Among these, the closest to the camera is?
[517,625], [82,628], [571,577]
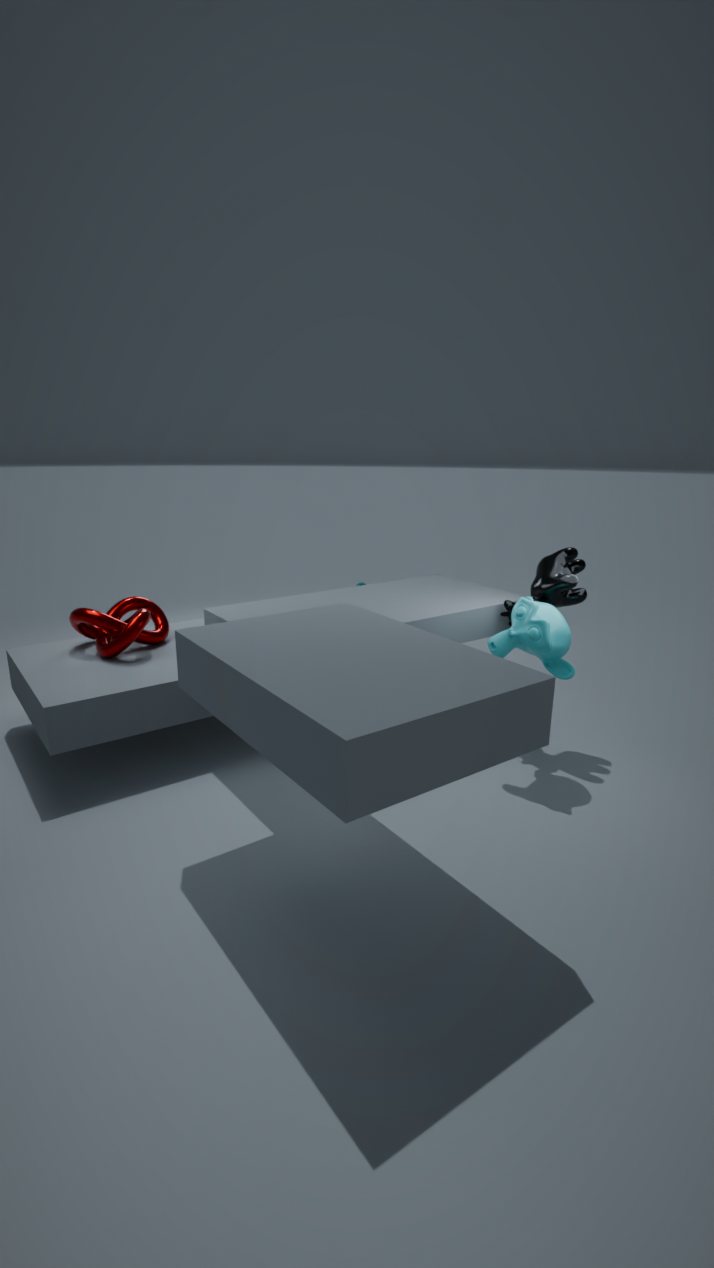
[517,625]
